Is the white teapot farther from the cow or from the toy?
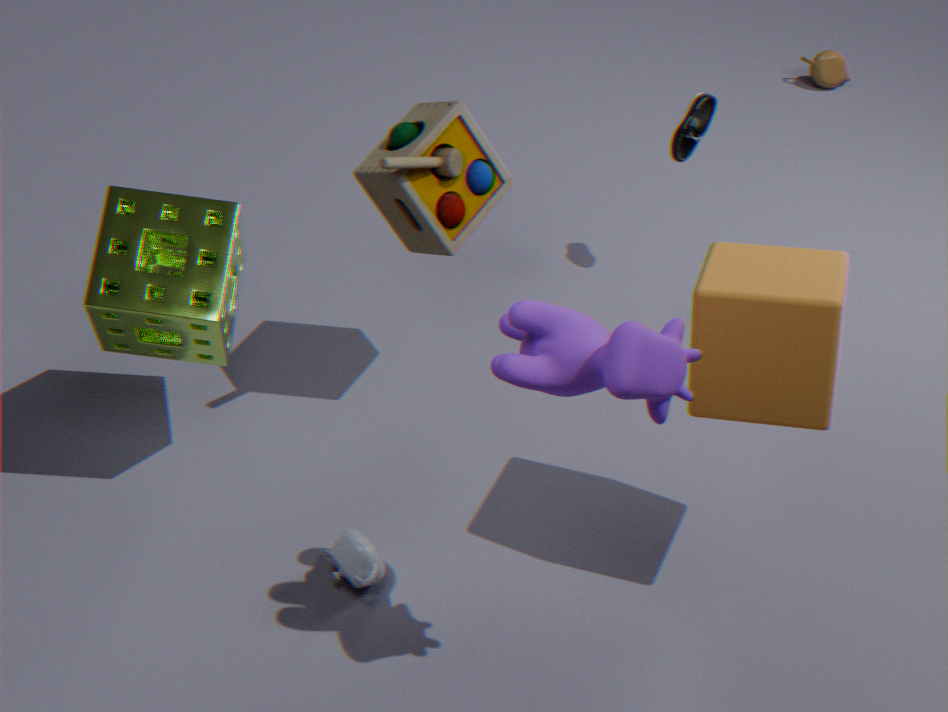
the toy
